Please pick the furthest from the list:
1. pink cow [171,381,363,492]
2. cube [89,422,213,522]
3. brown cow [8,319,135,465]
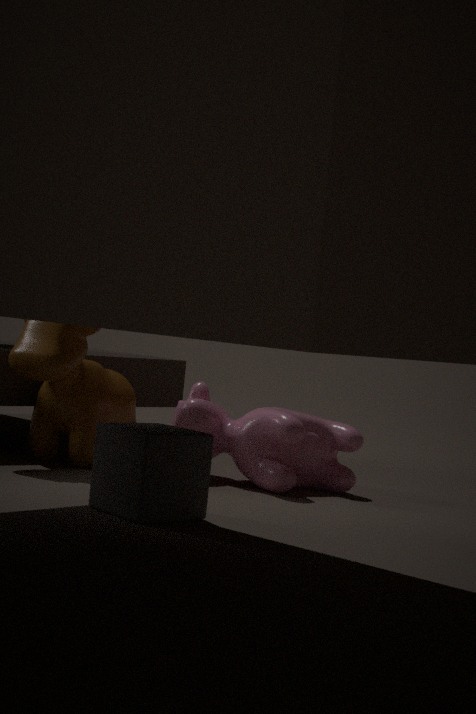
pink cow [171,381,363,492]
